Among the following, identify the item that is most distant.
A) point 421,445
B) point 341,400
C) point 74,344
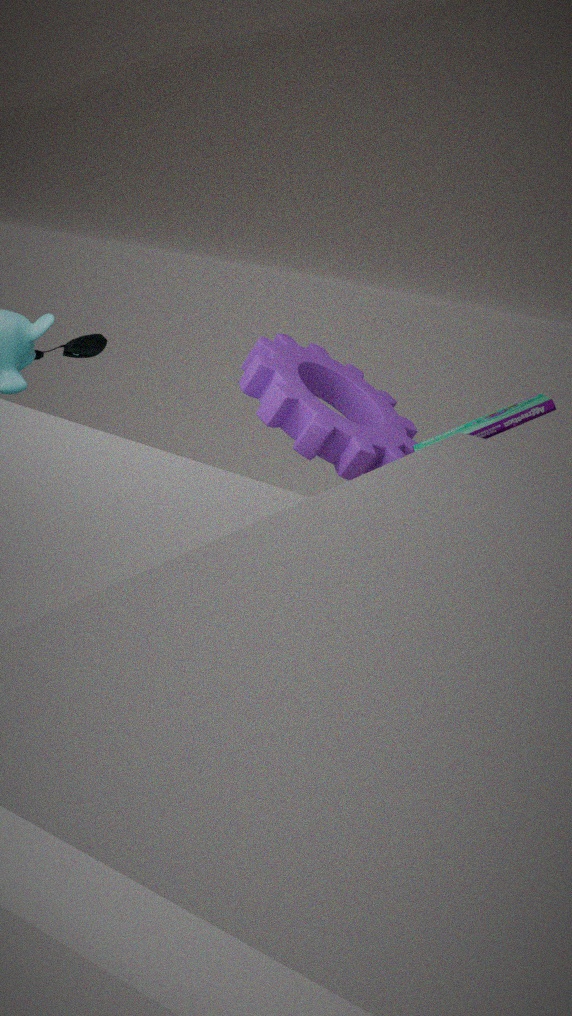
point 74,344
